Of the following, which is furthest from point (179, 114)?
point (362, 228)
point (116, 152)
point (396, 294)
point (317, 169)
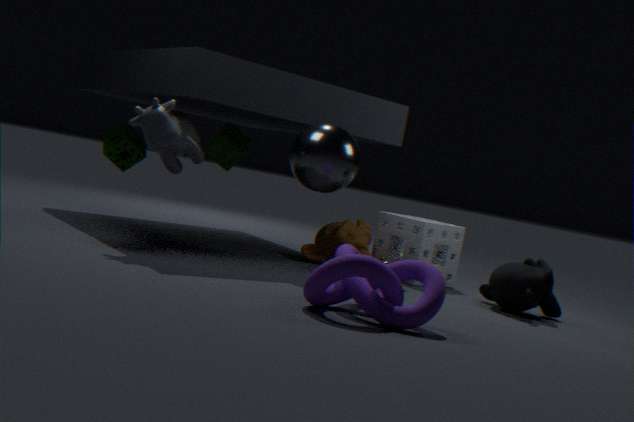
point (396, 294)
